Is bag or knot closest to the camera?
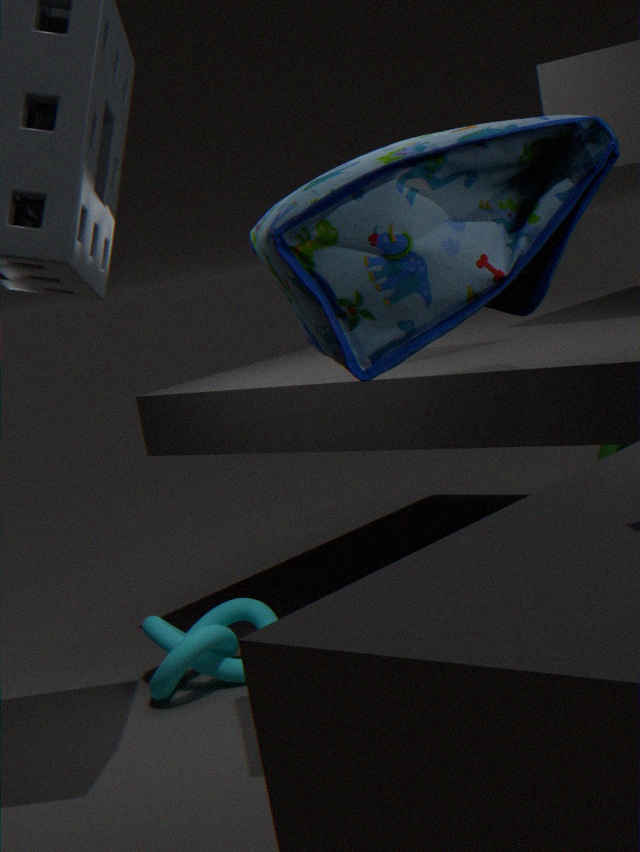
bag
